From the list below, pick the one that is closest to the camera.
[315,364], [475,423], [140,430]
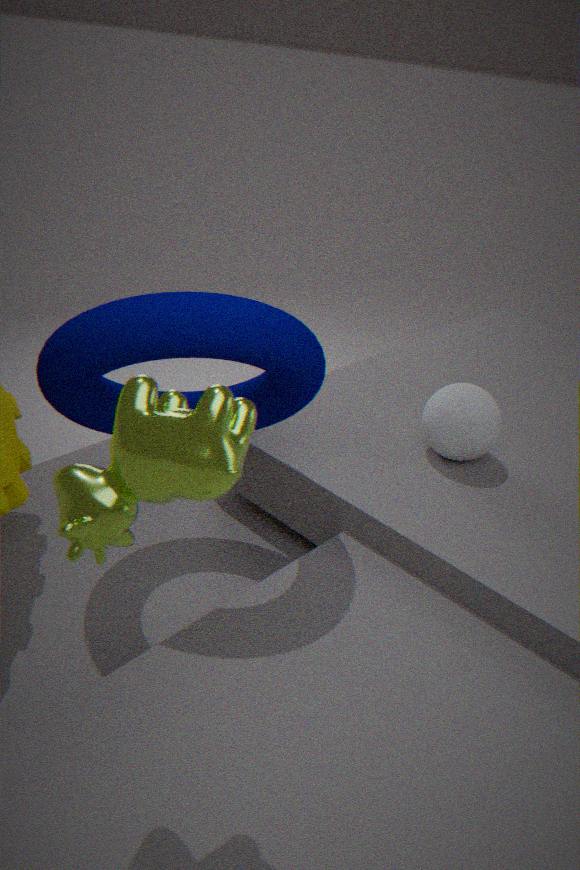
[140,430]
